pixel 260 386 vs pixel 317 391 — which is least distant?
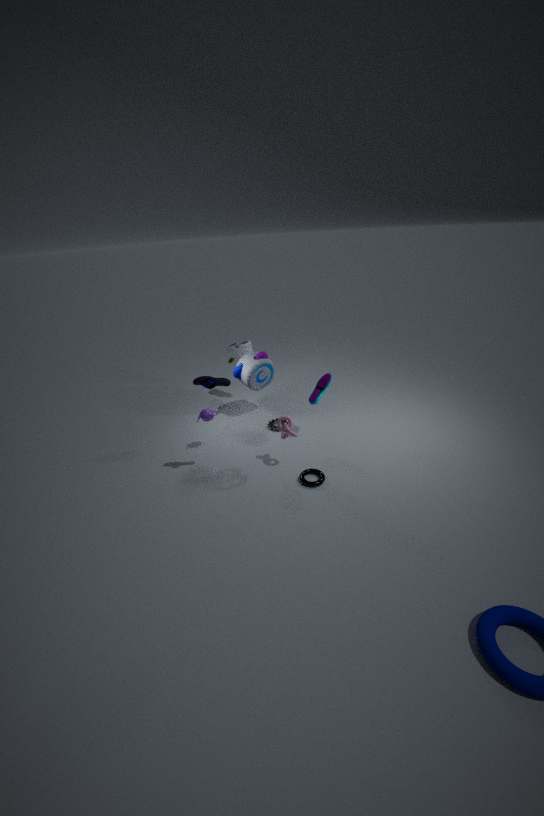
pixel 317 391
